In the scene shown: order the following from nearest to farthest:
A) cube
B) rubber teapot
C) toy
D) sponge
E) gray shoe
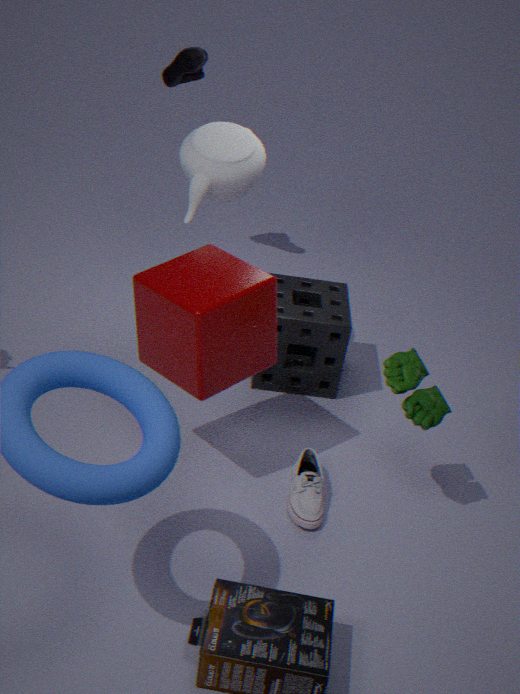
cube
toy
gray shoe
rubber teapot
sponge
